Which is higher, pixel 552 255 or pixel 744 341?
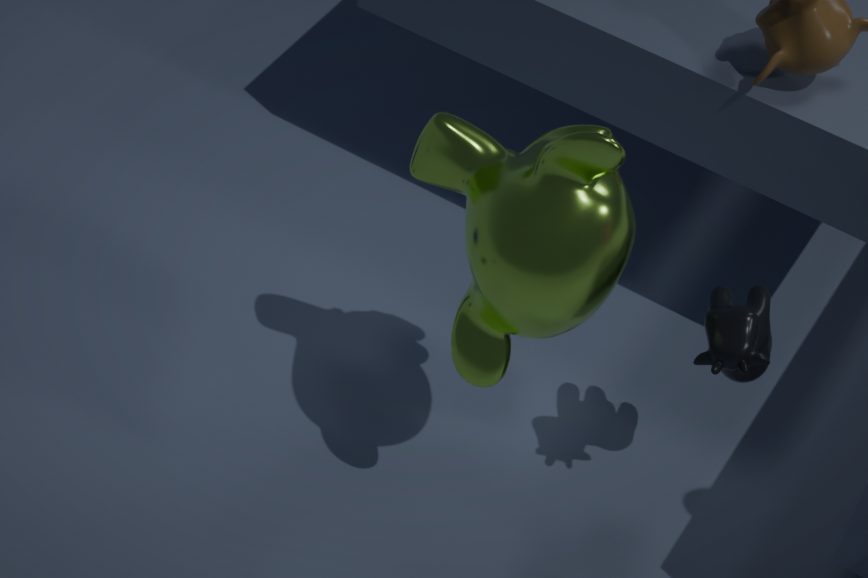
pixel 552 255
